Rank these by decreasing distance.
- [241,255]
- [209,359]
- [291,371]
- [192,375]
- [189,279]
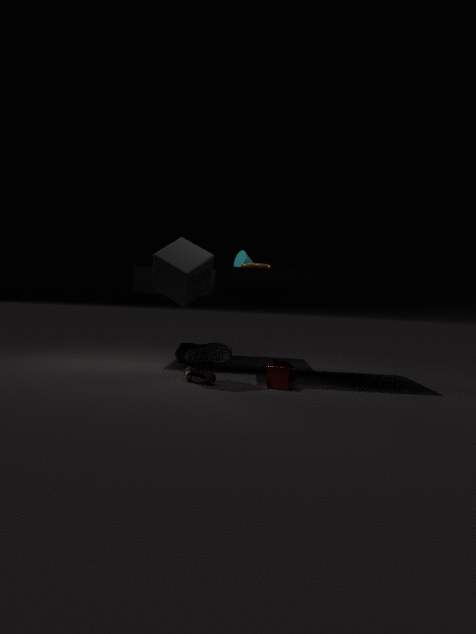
[209,359], [241,255], [192,375], [291,371], [189,279]
